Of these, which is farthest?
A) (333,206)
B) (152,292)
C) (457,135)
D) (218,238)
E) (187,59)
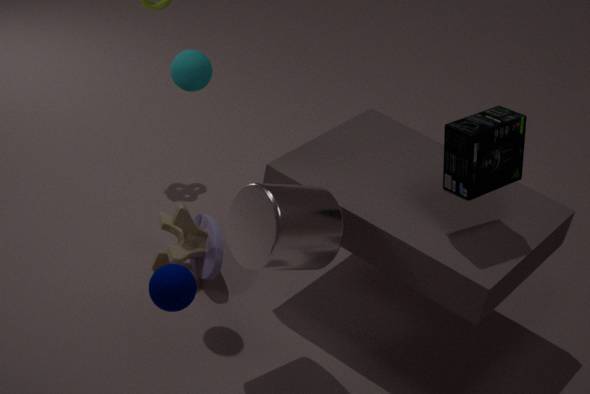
D. (218,238)
